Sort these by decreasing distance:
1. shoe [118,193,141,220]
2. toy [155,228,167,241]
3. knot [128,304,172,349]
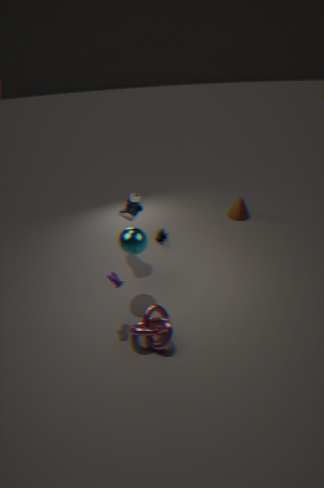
toy [155,228,167,241] < shoe [118,193,141,220] < knot [128,304,172,349]
